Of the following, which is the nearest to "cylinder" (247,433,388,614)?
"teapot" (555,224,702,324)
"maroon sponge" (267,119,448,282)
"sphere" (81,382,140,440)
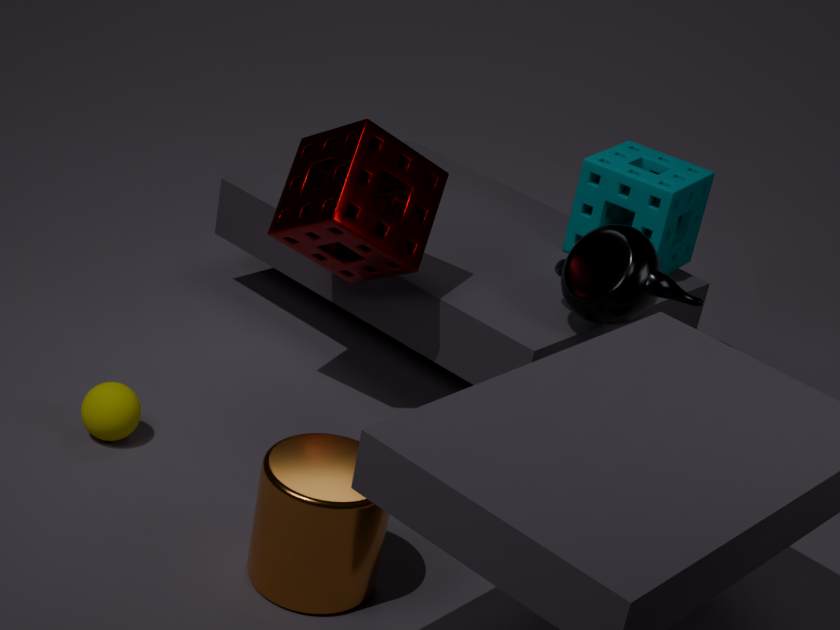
"sphere" (81,382,140,440)
